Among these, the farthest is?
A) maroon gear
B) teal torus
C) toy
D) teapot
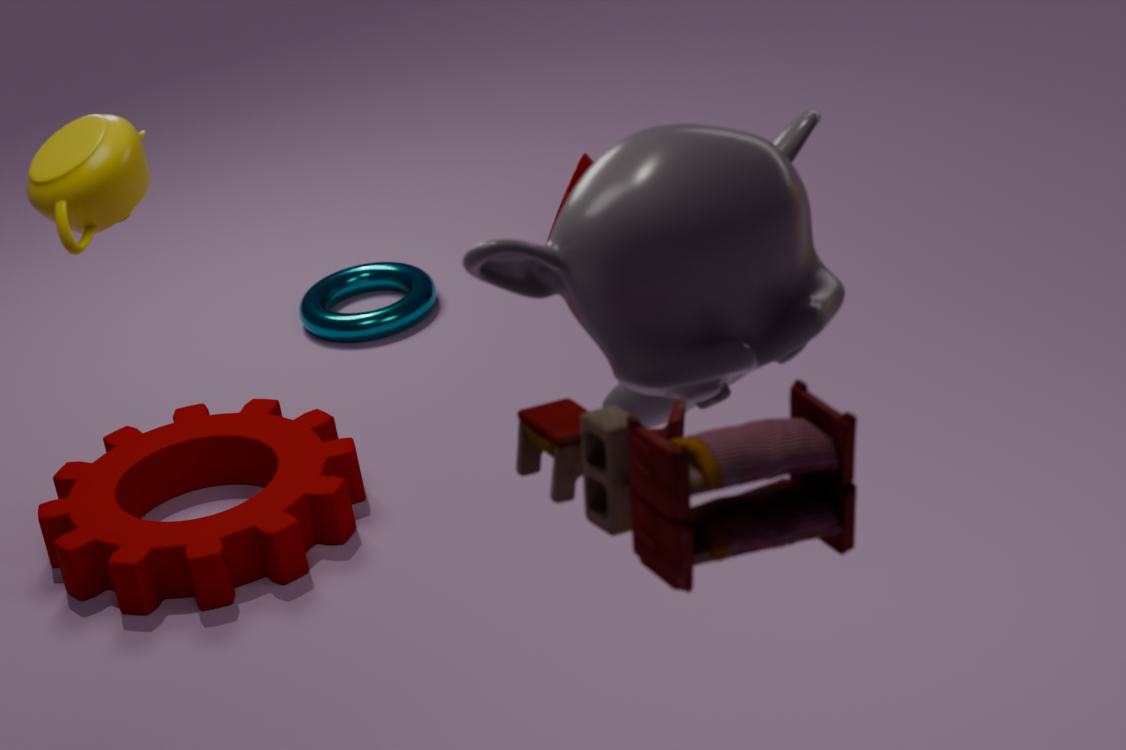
teal torus
